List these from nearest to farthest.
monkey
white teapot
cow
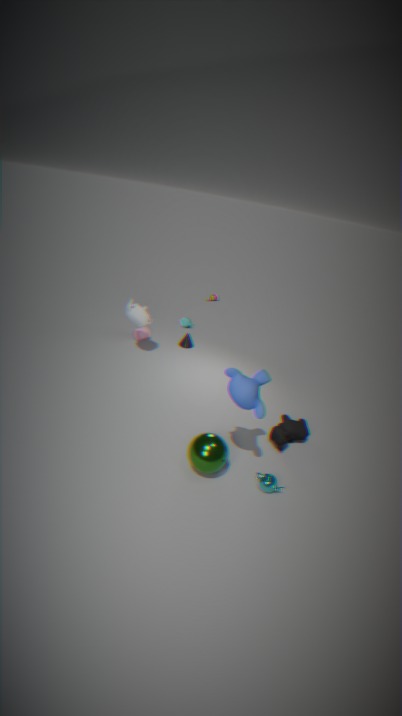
monkey
cow
white teapot
